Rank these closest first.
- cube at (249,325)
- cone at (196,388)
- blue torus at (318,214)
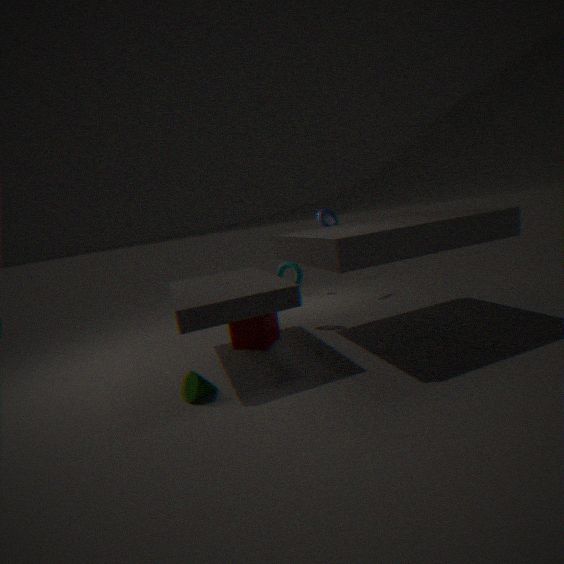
cone at (196,388) → cube at (249,325) → blue torus at (318,214)
